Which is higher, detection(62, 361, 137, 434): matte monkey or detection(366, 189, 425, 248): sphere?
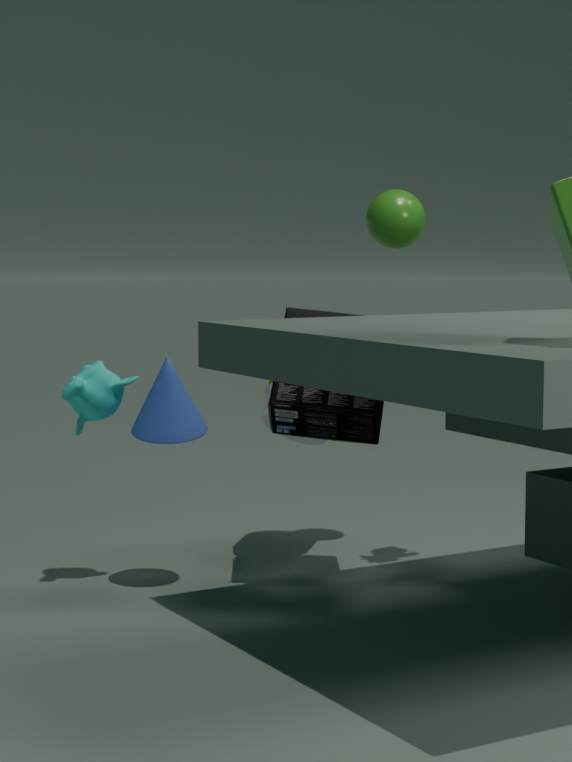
detection(366, 189, 425, 248): sphere
